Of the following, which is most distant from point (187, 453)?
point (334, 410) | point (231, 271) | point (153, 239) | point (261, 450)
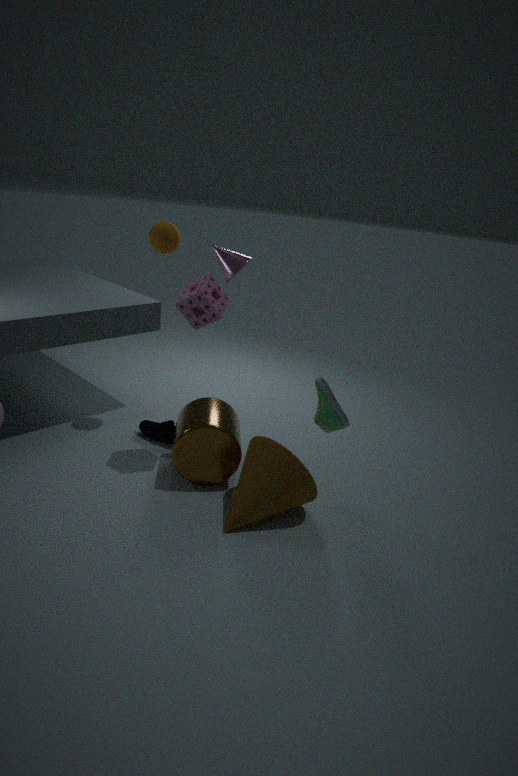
point (153, 239)
